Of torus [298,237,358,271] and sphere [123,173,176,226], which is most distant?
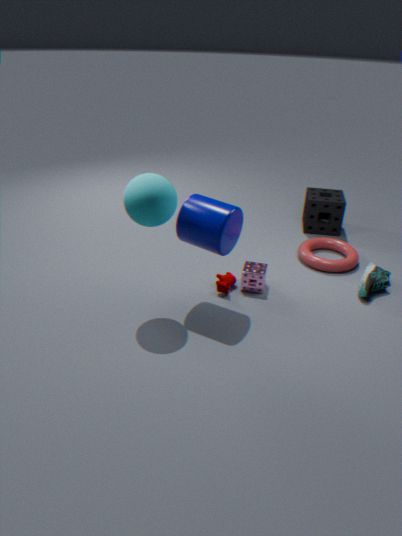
torus [298,237,358,271]
